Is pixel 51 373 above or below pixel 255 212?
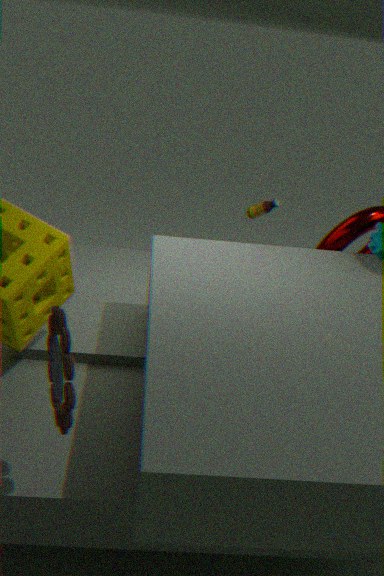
below
